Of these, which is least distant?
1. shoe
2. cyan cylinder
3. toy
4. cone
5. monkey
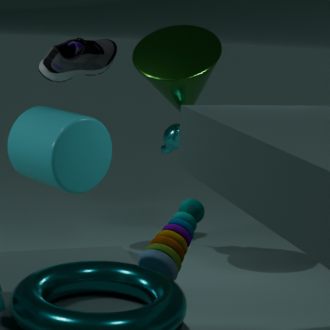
toy
